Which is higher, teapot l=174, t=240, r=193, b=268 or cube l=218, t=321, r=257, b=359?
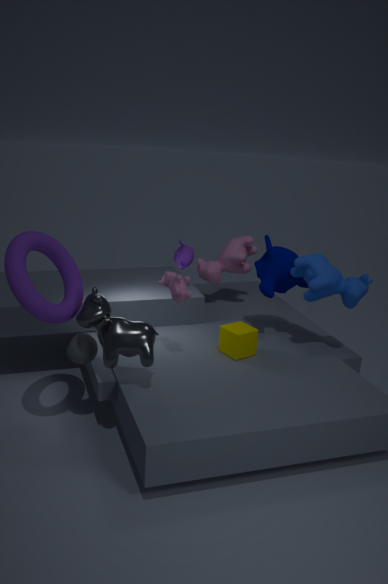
teapot l=174, t=240, r=193, b=268
